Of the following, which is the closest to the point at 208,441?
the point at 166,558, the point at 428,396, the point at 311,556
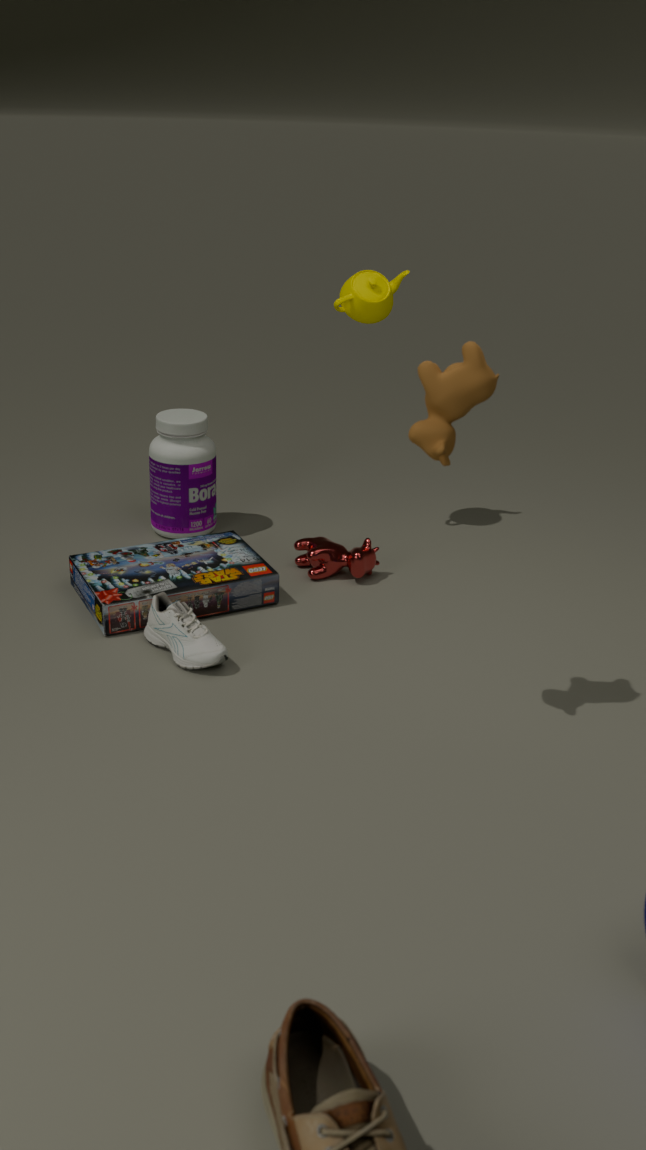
the point at 166,558
